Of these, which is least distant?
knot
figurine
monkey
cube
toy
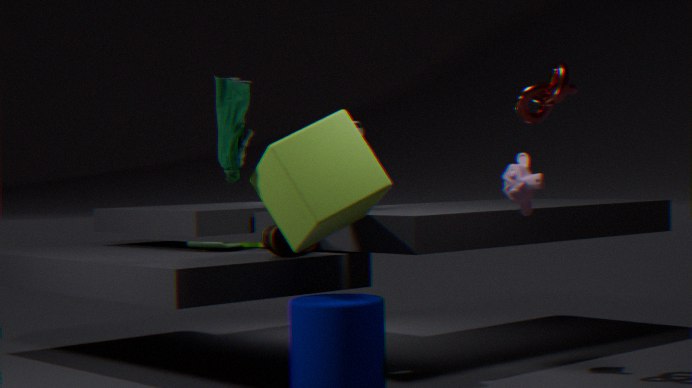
cube
